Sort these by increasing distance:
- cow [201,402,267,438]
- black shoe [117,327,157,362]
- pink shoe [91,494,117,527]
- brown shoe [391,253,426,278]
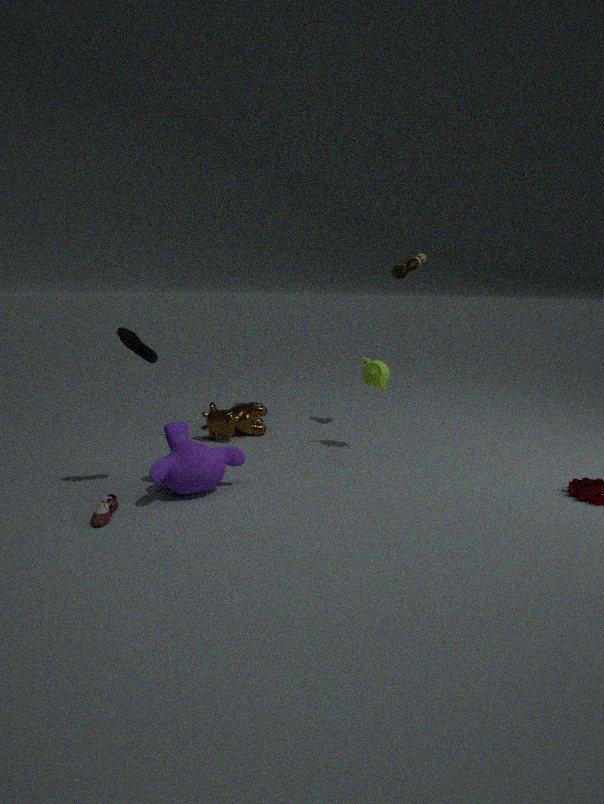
pink shoe [91,494,117,527], black shoe [117,327,157,362], cow [201,402,267,438], brown shoe [391,253,426,278]
